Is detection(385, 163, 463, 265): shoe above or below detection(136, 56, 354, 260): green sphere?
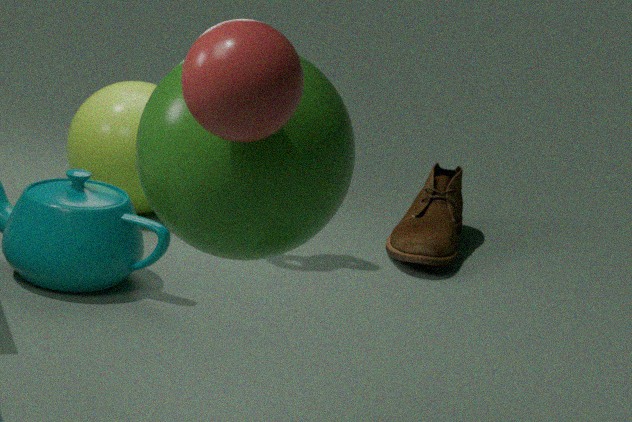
below
